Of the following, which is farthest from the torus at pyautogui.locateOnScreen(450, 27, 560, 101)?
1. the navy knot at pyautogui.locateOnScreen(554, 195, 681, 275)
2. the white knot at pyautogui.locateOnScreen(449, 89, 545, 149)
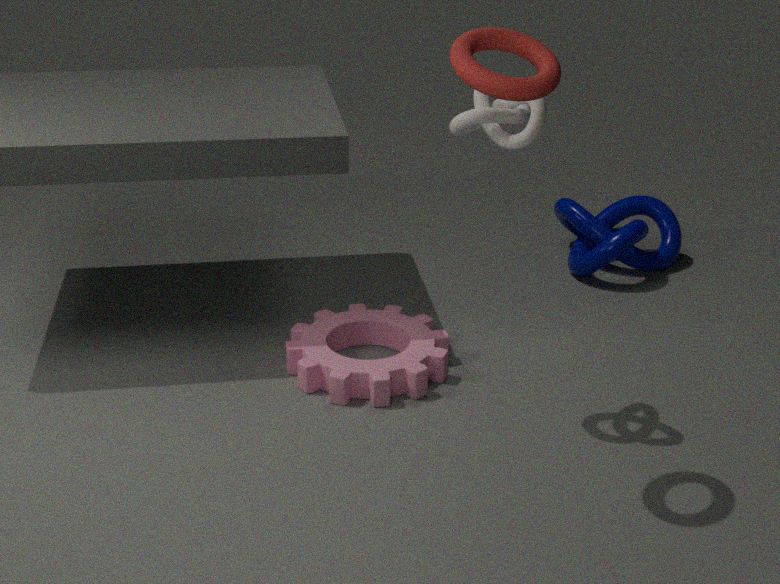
the navy knot at pyautogui.locateOnScreen(554, 195, 681, 275)
